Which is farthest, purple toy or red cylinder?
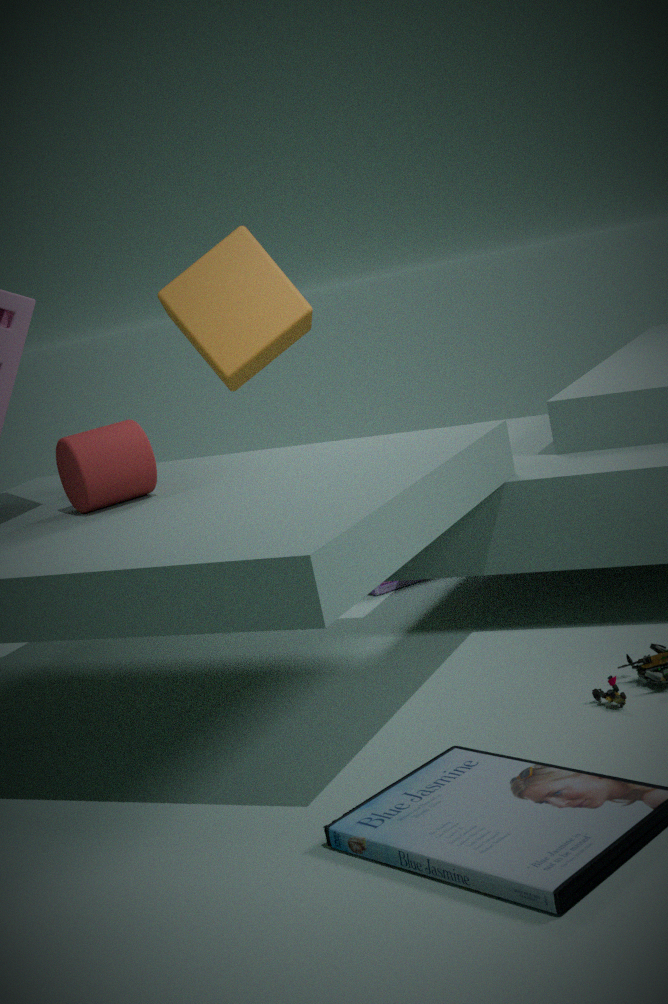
purple toy
